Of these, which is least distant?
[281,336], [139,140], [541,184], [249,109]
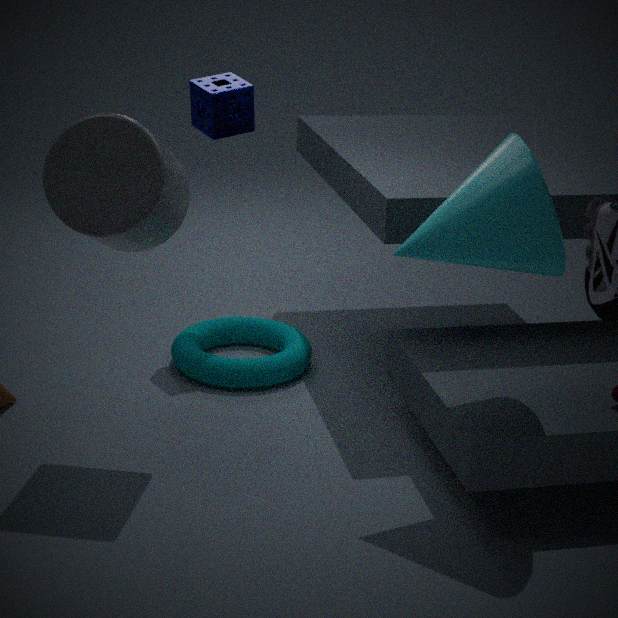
[541,184]
